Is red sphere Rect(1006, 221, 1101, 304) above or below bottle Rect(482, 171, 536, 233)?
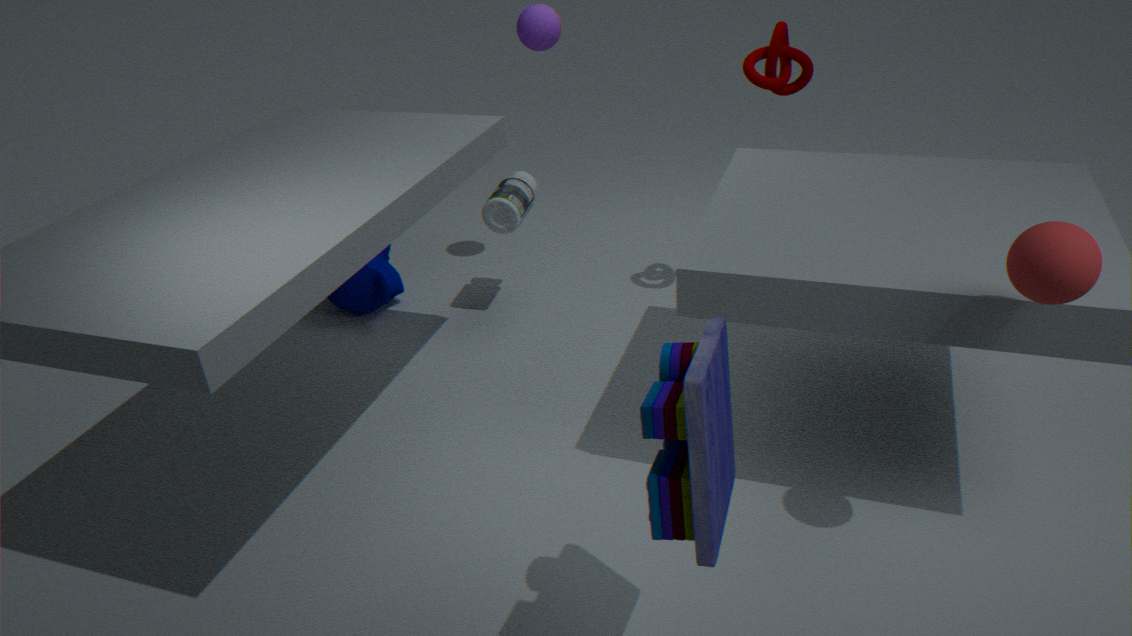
above
